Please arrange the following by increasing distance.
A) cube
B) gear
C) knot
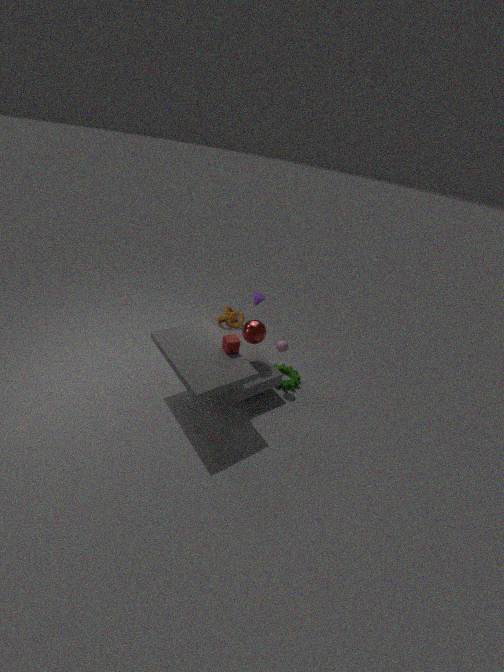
cube
gear
knot
